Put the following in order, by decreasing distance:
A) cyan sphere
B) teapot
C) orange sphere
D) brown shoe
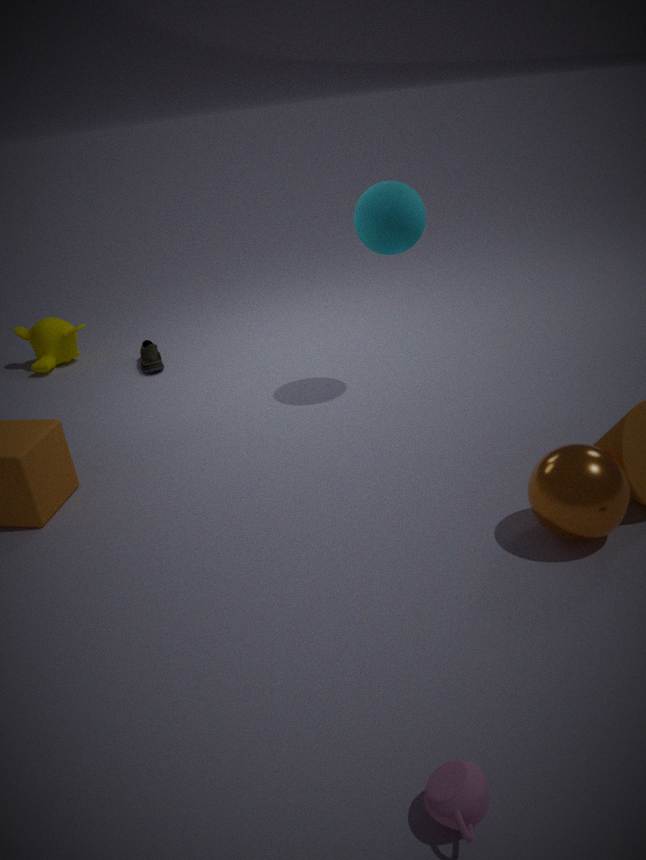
brown shoe
cyan sphere
orange sphere
teapot
